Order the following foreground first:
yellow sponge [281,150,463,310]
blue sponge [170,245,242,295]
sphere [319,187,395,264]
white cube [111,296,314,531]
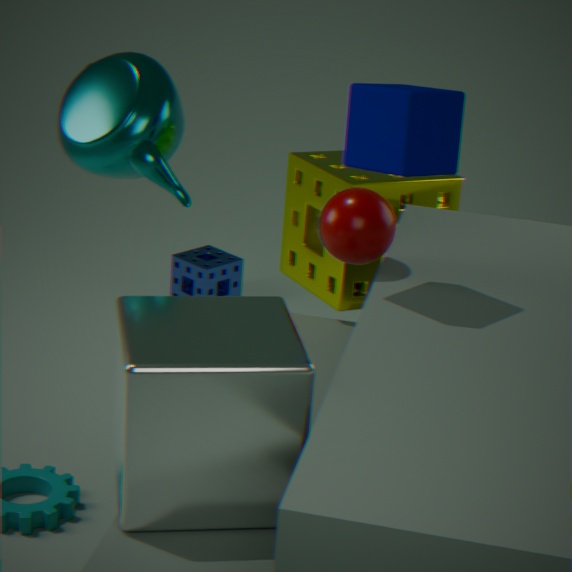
1. white cube [111,296,314,531]
2. sphere [319,187,395,264]
3. yellow sponge [281,150,463,310]
4. blue sponge [170,245,242,295]
